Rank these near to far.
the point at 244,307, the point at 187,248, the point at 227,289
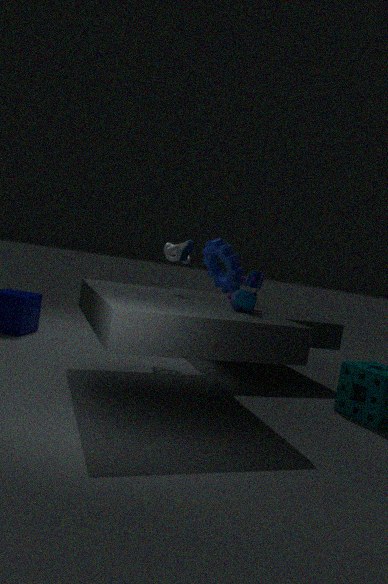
the point at 244,307
the point at 187,248
the point at 227,289
